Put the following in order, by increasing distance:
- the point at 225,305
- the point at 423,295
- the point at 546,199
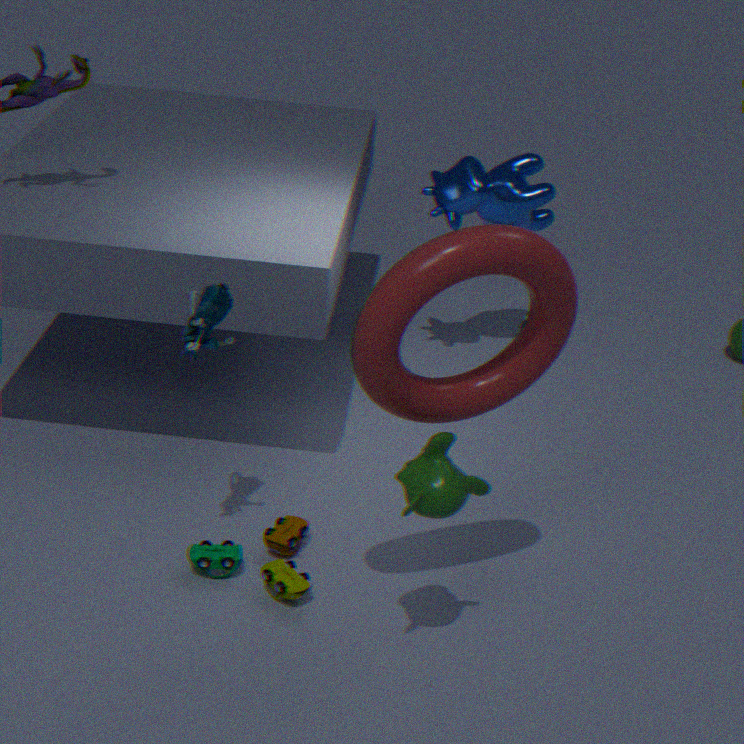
1. the point at 423,295
2. the point at 225,305
3. the point at 546,199
